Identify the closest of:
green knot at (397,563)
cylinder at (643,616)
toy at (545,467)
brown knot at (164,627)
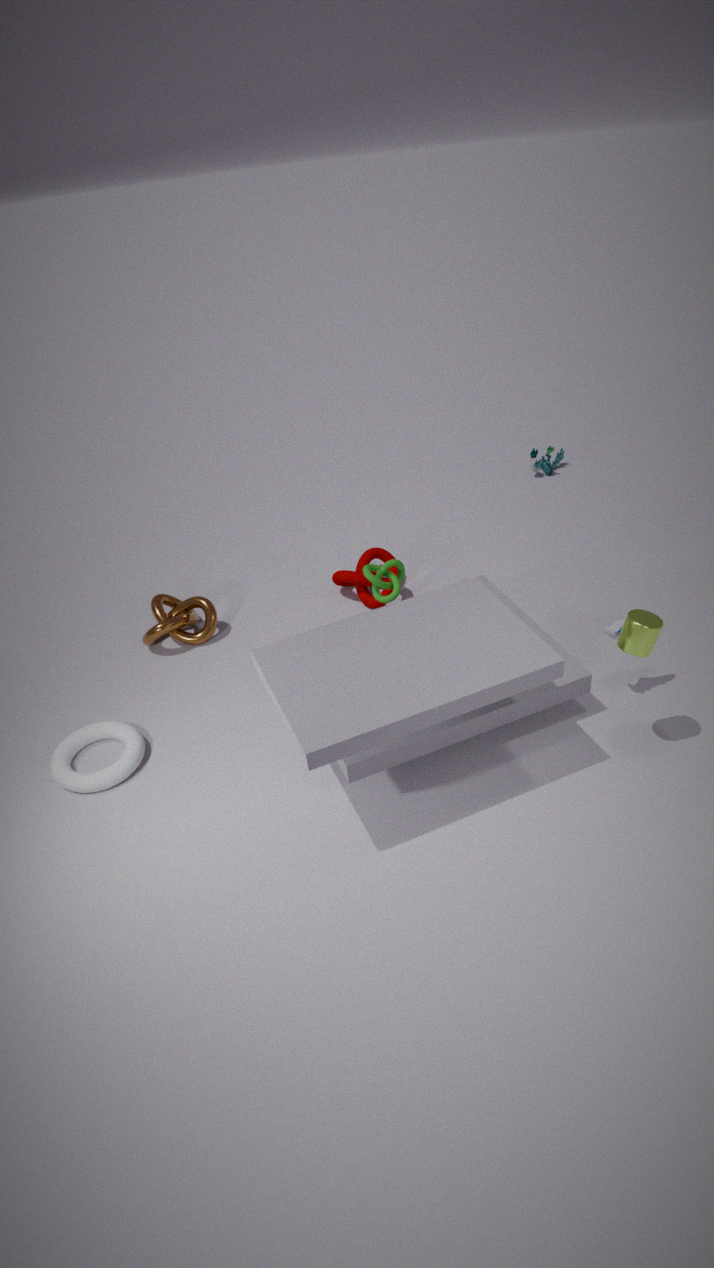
cylinder at (643,616)
